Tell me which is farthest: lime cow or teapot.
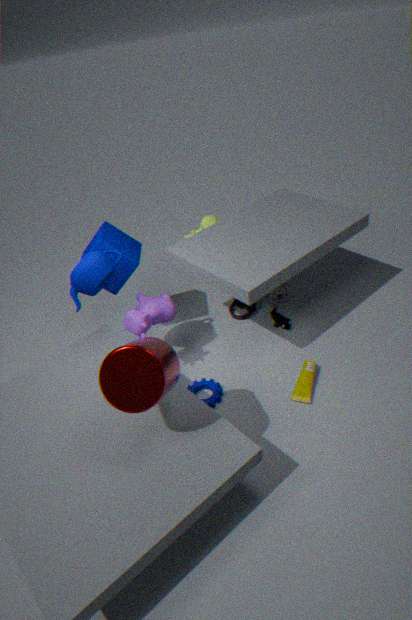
lime cow
